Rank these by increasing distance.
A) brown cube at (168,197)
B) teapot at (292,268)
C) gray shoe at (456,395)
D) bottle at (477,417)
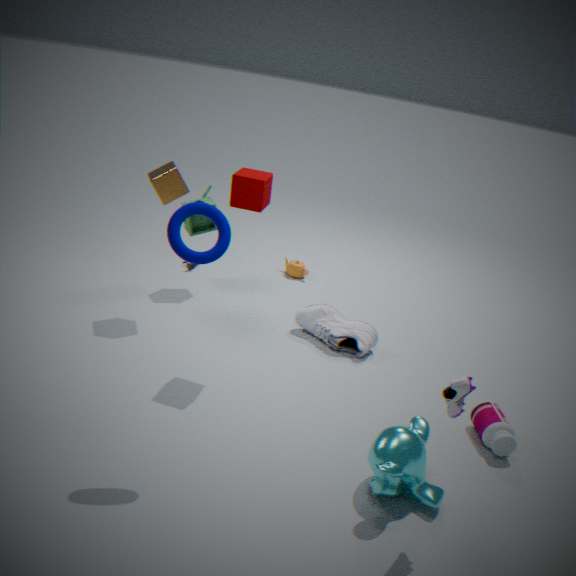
gray shoe at (456,395), bottle at (477,417), brown cube at (168,197), teapot at (292,268)
